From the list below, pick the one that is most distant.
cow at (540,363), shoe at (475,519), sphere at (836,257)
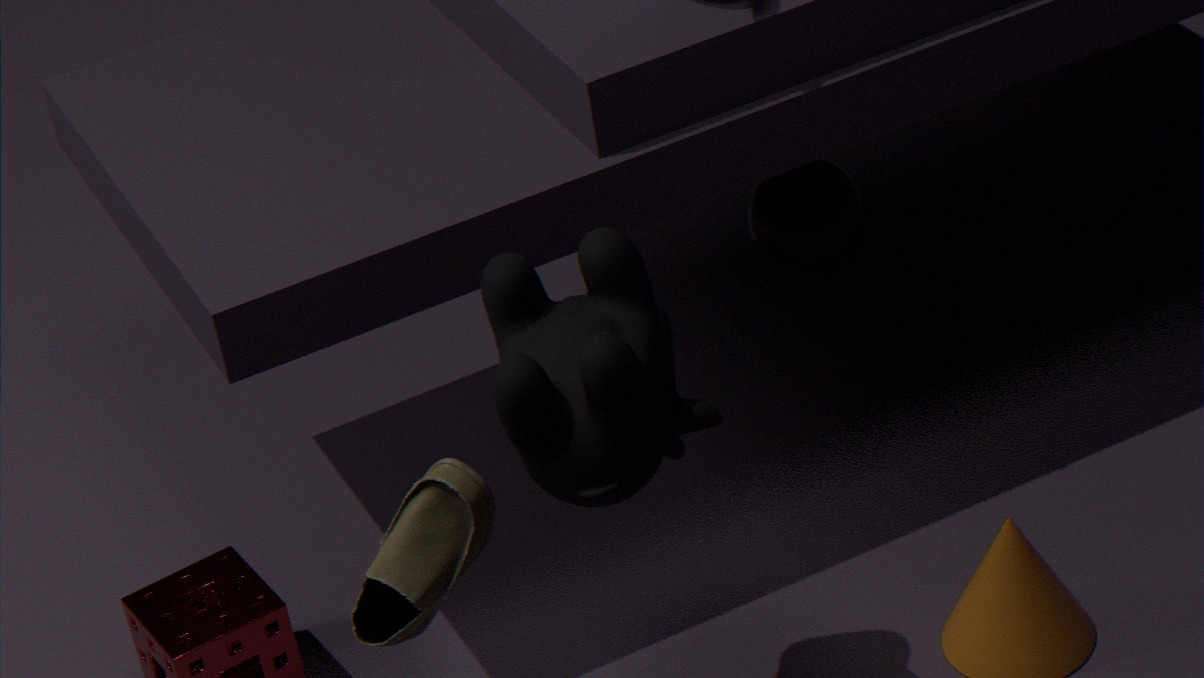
sphere at (836,257)
